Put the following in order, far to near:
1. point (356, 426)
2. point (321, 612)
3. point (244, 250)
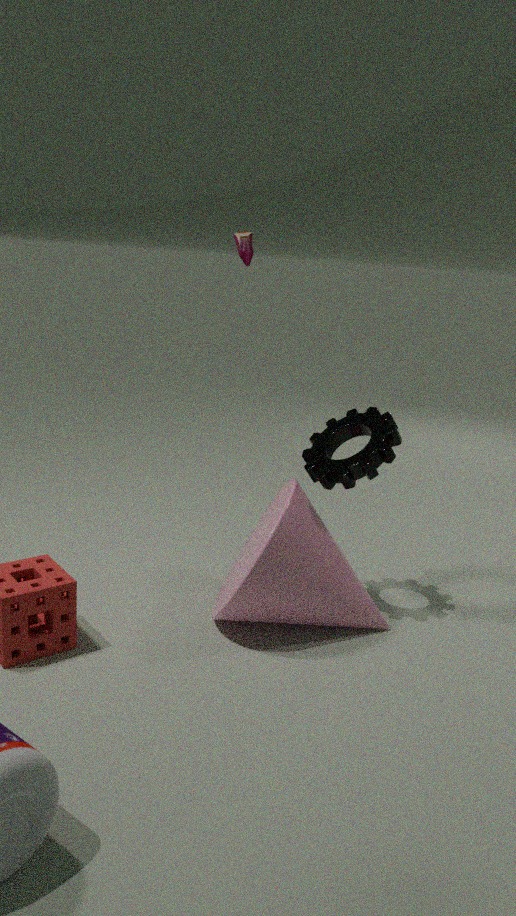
1. point (244, 250)
2. point (356, 426)
3. point (321, 612)
